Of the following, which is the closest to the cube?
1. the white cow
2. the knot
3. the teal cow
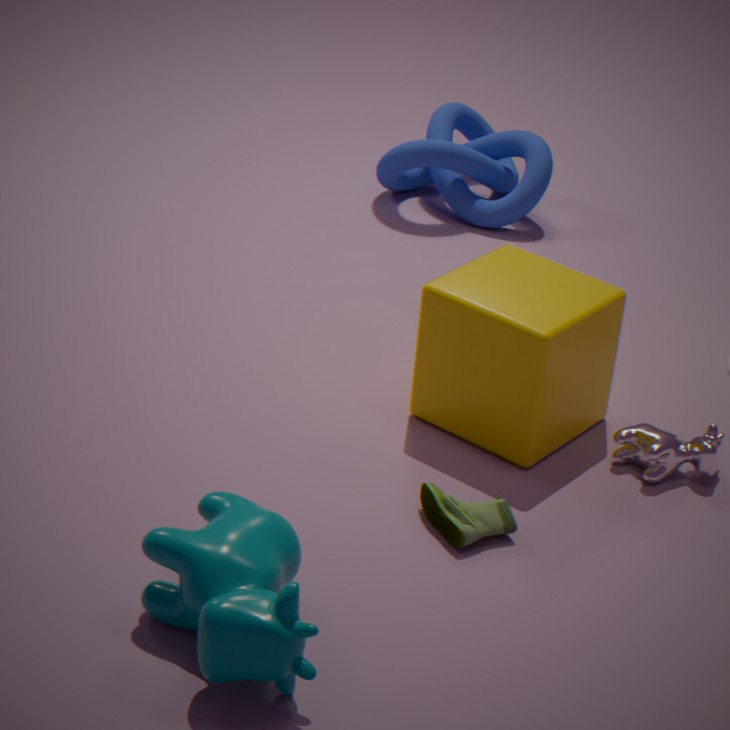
the white cow
